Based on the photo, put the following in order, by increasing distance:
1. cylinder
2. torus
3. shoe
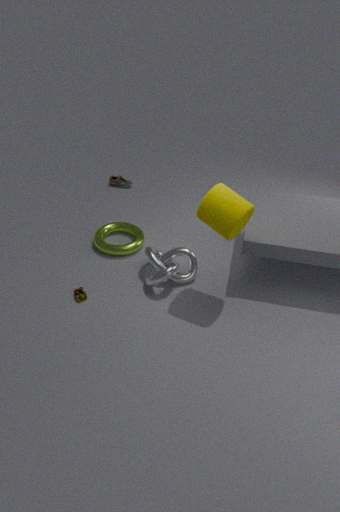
cylinder < torus < shoe
